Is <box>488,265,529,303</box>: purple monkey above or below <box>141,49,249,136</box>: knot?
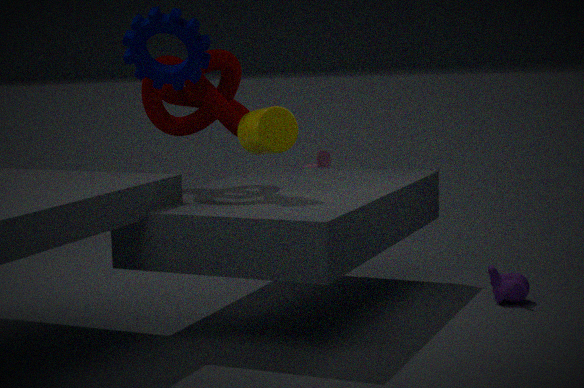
below
